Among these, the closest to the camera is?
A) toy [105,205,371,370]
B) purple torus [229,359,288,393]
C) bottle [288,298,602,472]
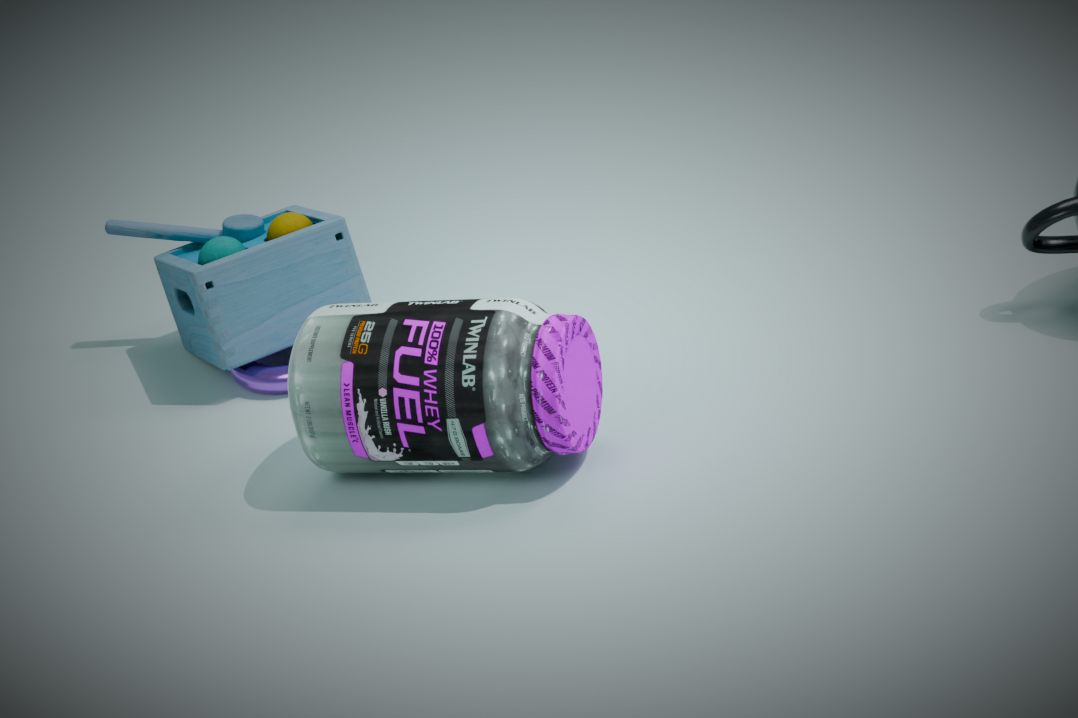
bottle [288,298,602,472]
